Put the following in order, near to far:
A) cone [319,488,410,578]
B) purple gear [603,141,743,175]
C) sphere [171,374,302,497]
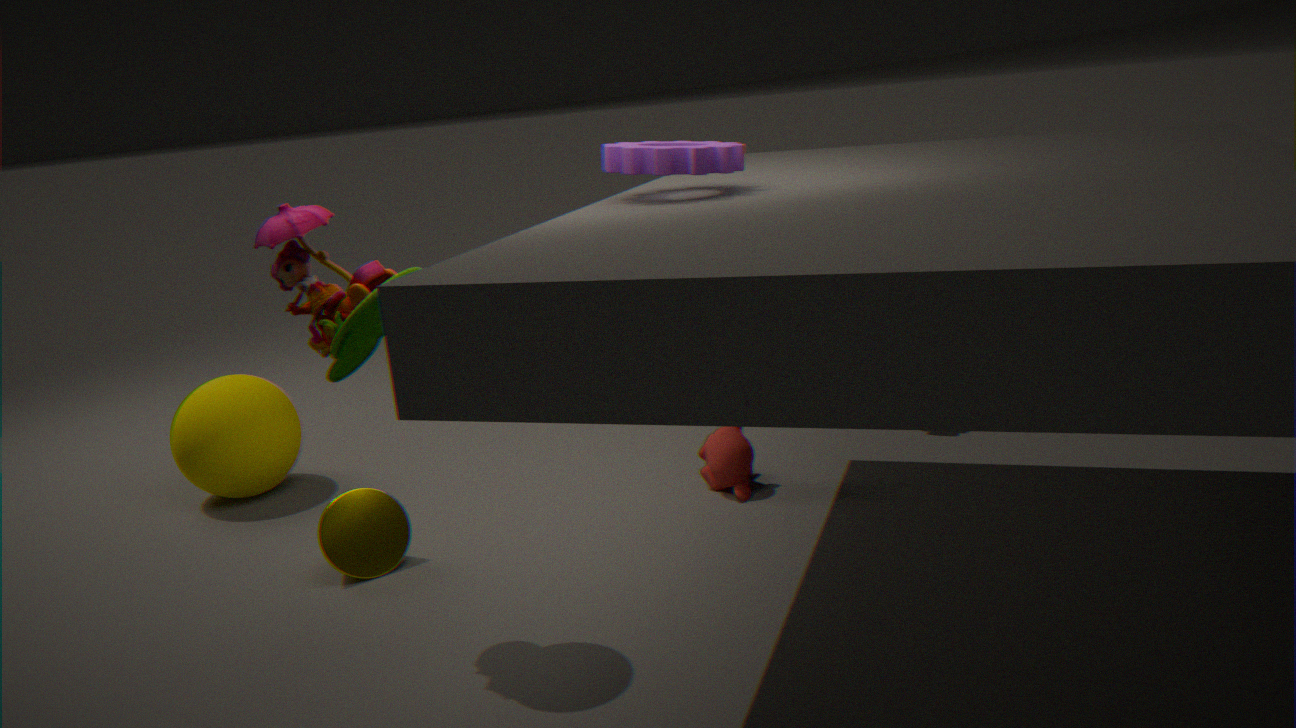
purple gear [603,141,743,175]
cone [319,488,410,578]
sphere [171,374,302,497]
